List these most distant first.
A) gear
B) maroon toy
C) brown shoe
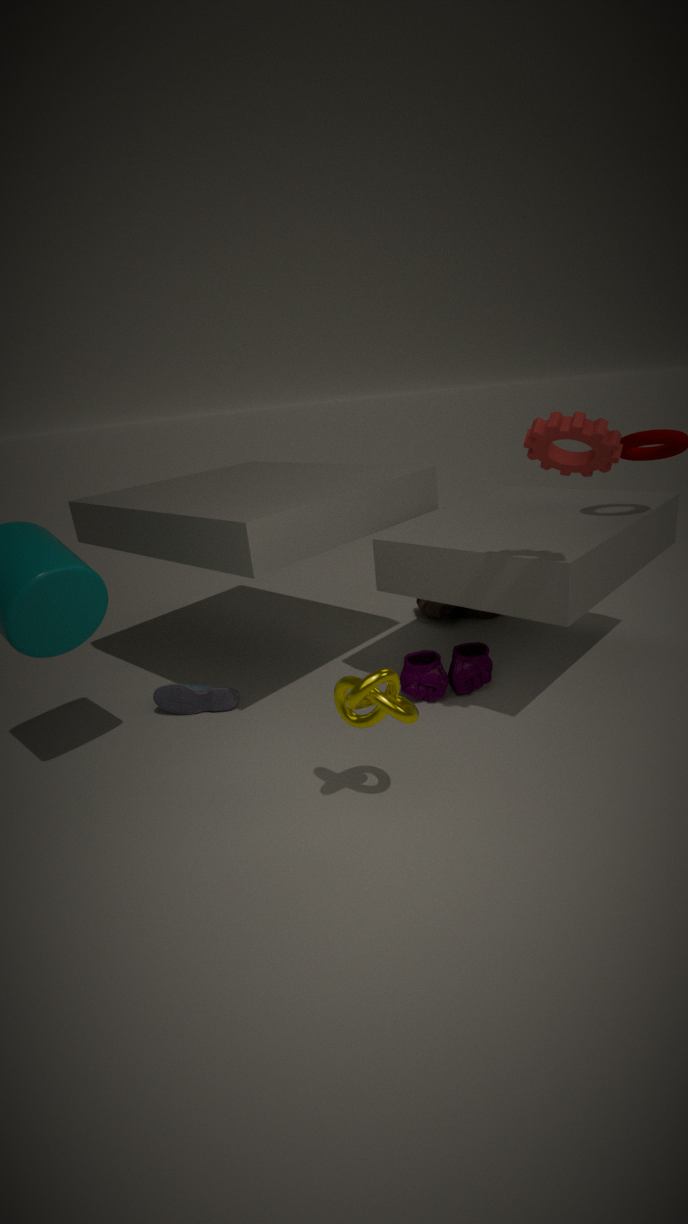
C. brown shoe → B. maroon toy → A. gear
